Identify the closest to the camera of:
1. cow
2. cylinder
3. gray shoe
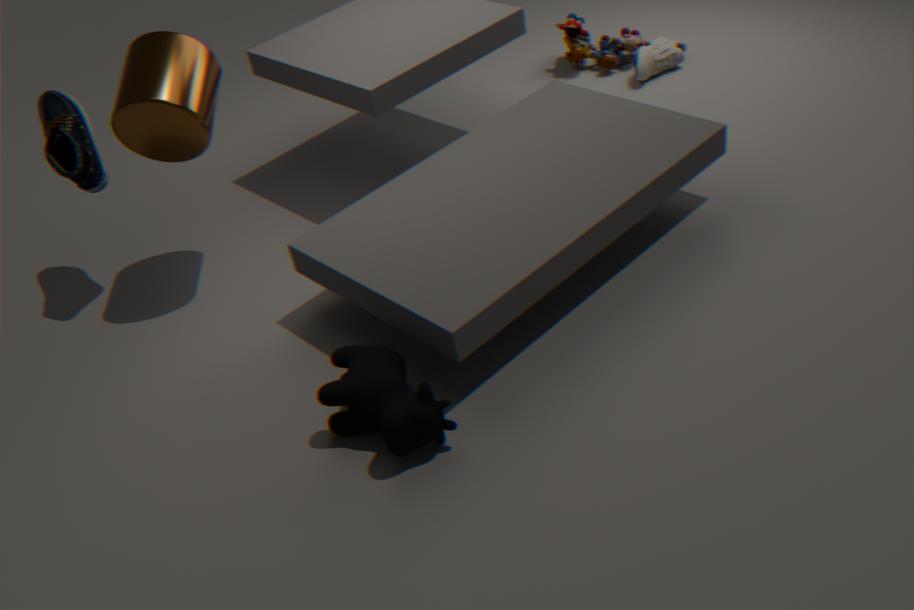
cow
